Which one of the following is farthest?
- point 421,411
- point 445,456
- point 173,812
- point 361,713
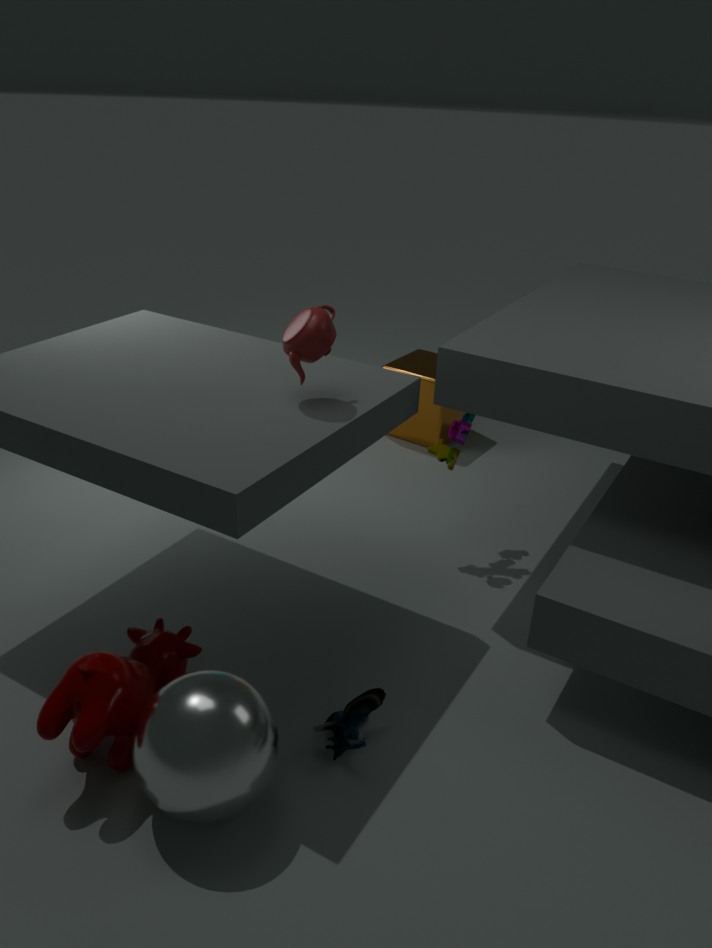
point 421,411
